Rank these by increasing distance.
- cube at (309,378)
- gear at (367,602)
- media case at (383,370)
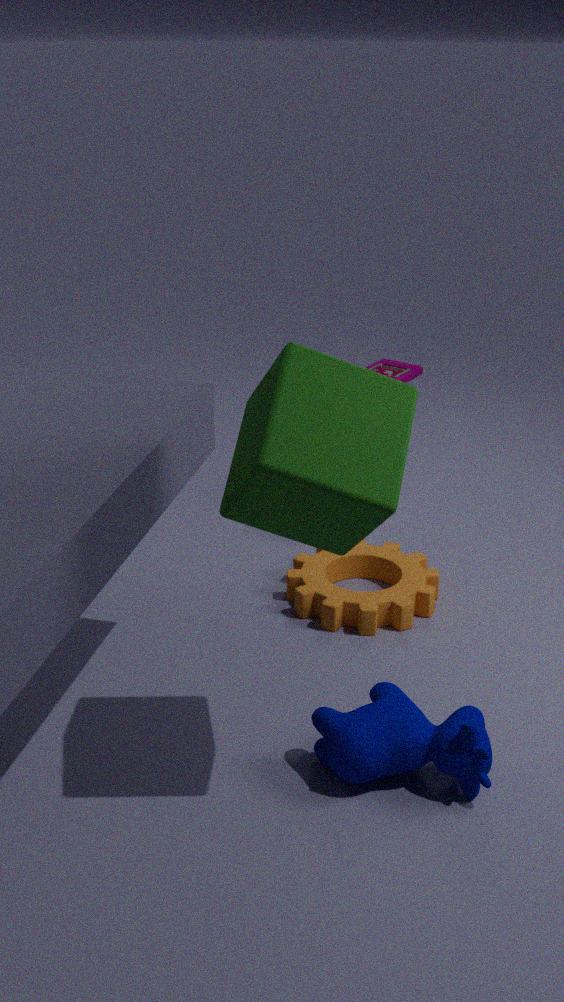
1. cube at (309,378)
2. gear at (367,602)
3. media case at (383,370)
